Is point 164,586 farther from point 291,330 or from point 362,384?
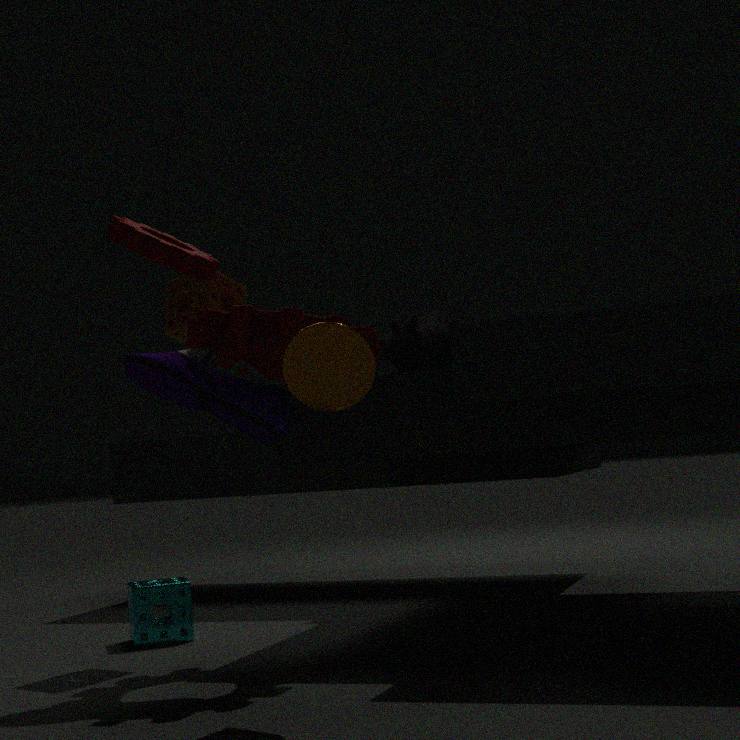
point 362,384
